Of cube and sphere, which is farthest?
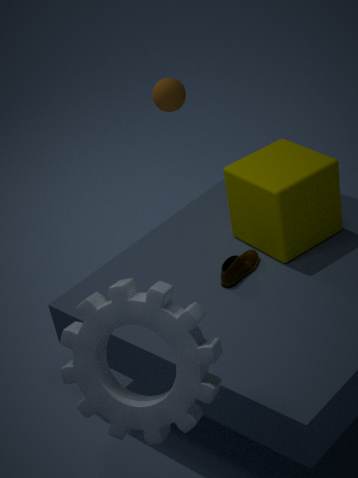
sphere
